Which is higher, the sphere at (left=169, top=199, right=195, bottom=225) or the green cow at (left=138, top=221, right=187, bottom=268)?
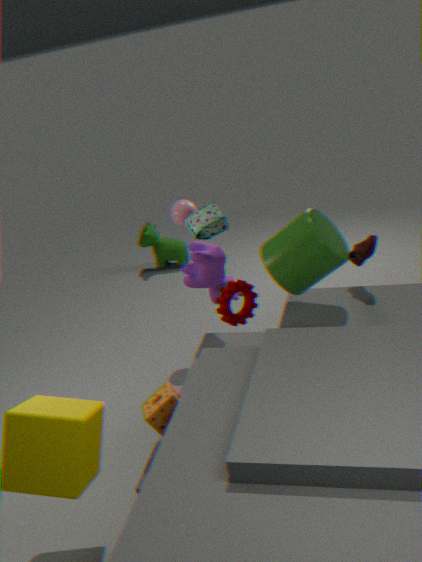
the sphere at (left=169, top=199, right=195, bottom=225)
